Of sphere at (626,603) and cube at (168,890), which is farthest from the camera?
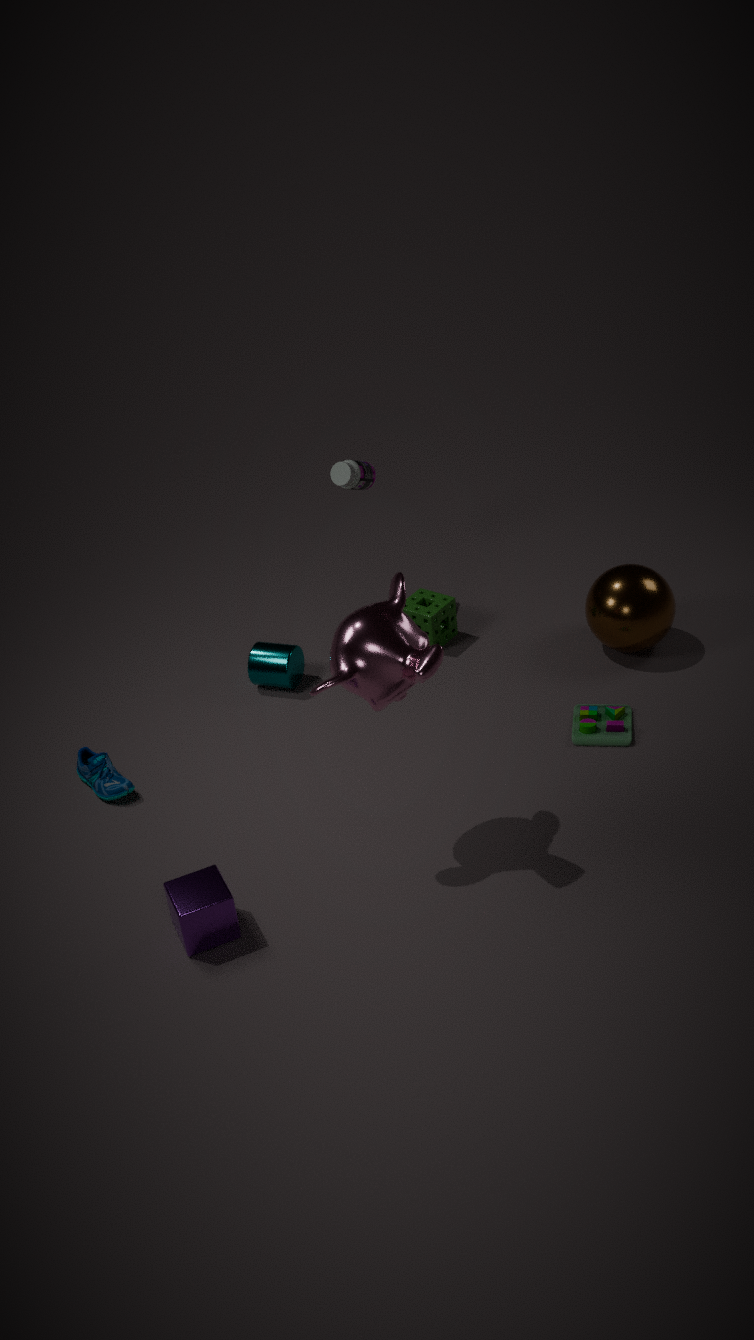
sphere at (626,603)
